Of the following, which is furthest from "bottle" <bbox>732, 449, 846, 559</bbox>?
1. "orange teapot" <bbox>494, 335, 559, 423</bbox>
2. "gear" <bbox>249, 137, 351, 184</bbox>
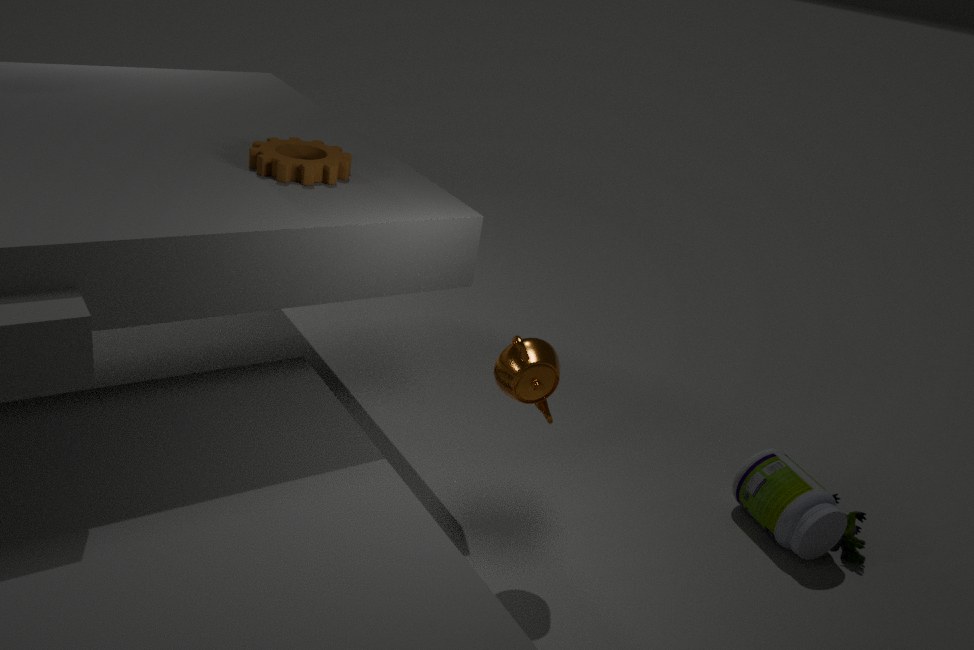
"gear" <bbox>249, 137, 351, 184</bbox>
